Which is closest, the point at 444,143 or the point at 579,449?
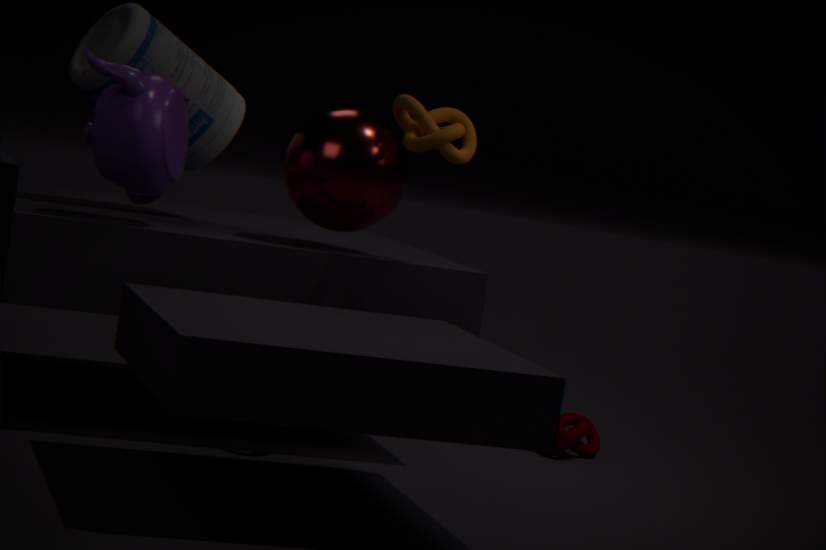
the point at 444,143
